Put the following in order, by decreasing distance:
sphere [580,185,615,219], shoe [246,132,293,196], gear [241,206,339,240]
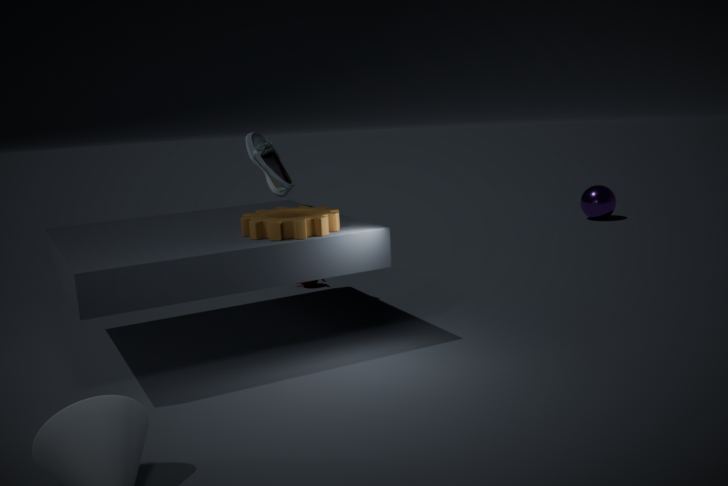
1. sphere [580,185,615,219]
2. shoe [246,132,293,196]
3. gear [241,206,339,240]
